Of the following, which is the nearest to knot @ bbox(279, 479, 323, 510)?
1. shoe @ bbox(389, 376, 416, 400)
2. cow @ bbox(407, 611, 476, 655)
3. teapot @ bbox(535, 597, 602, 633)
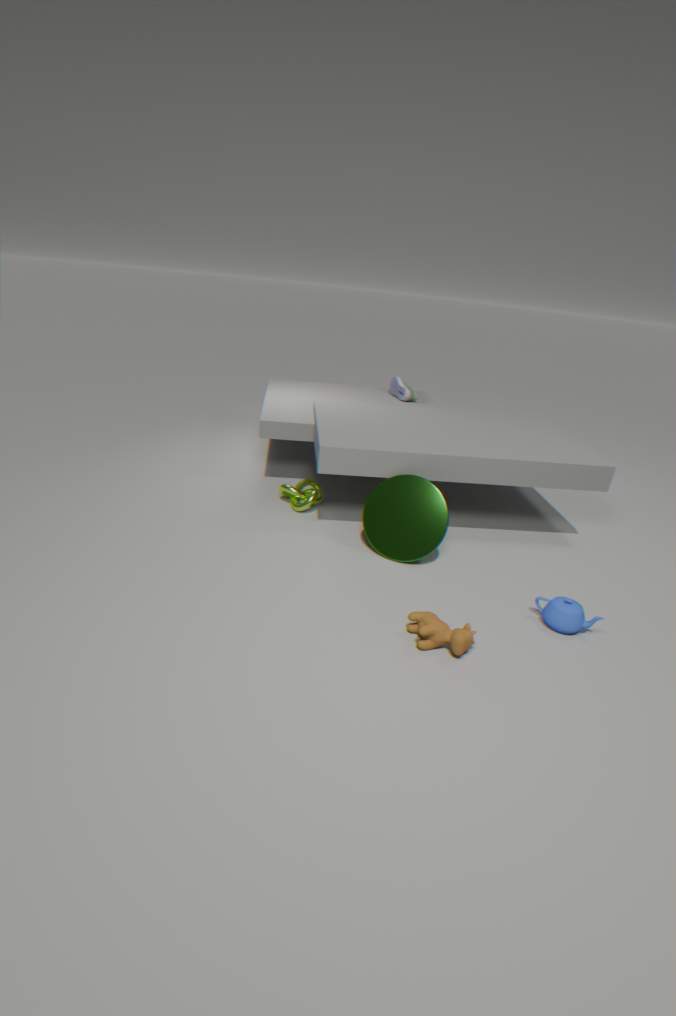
cow @ bbox(407, 611, 476, 655)
